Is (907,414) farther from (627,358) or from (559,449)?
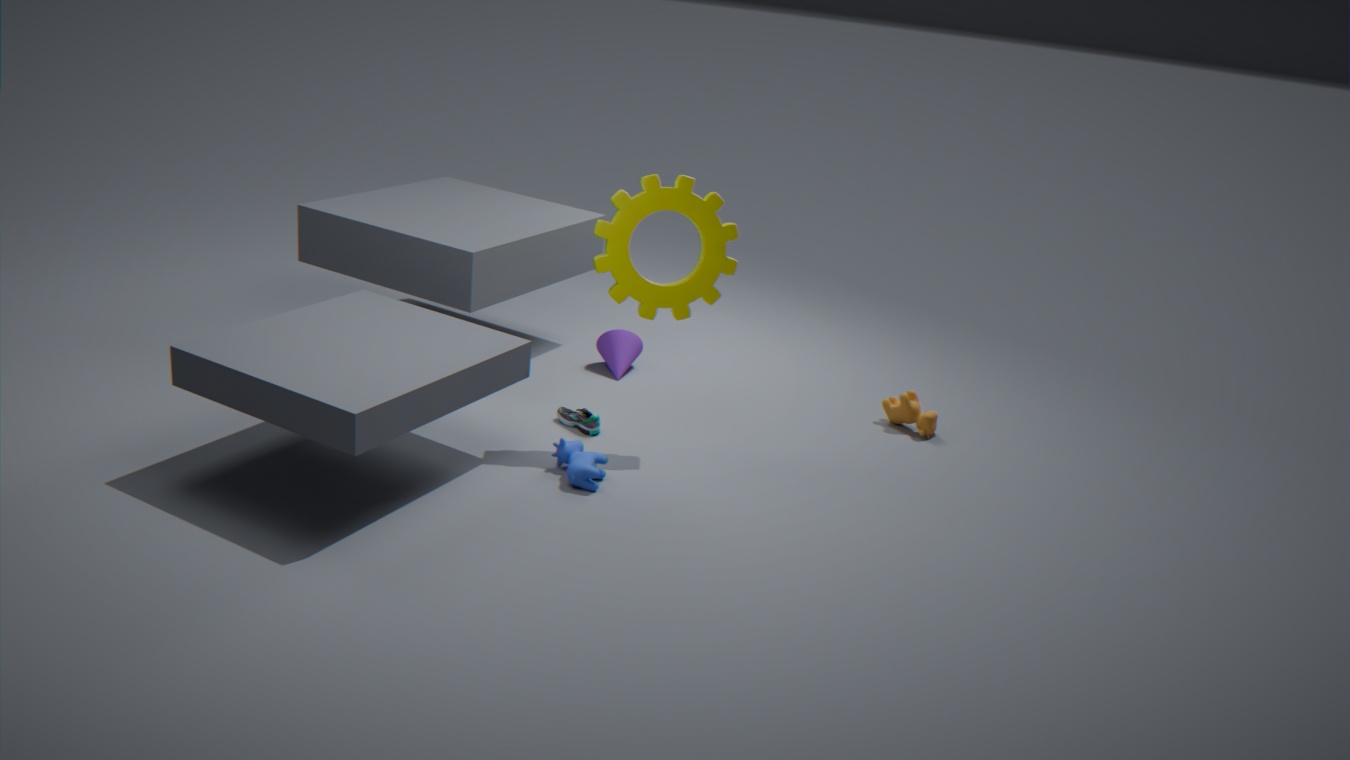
(559,449)
